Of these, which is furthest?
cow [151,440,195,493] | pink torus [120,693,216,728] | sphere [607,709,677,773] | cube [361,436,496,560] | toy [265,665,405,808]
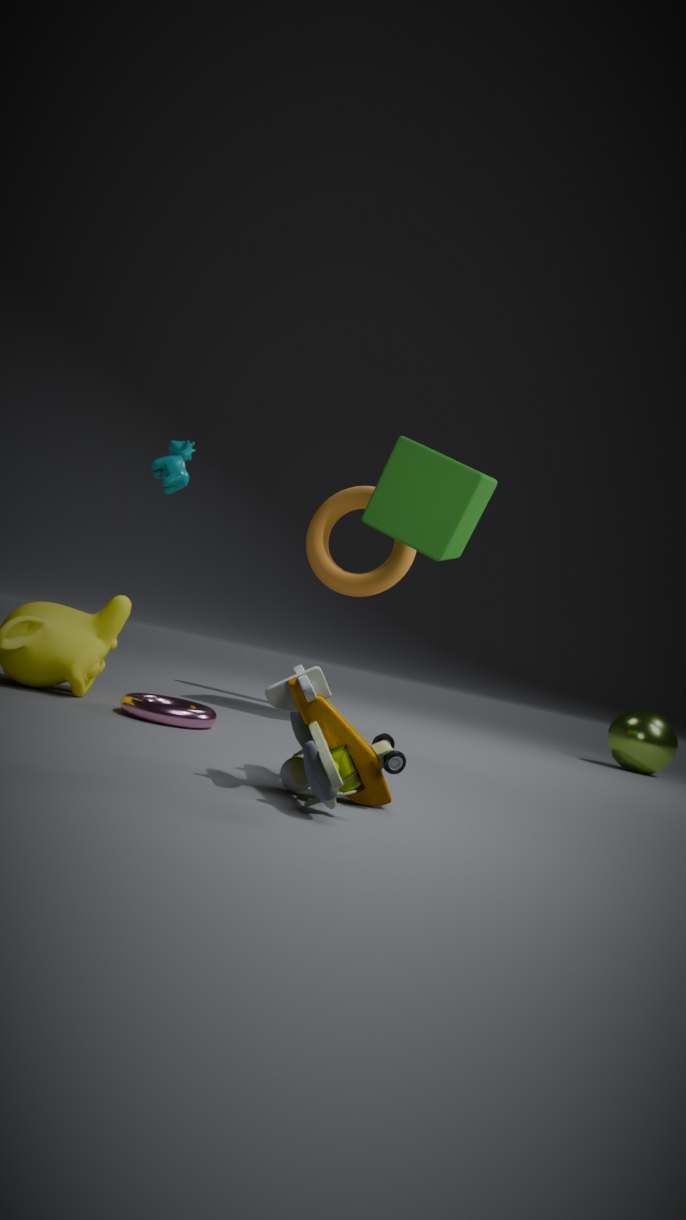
Result: sphere [607,709,677,773]
